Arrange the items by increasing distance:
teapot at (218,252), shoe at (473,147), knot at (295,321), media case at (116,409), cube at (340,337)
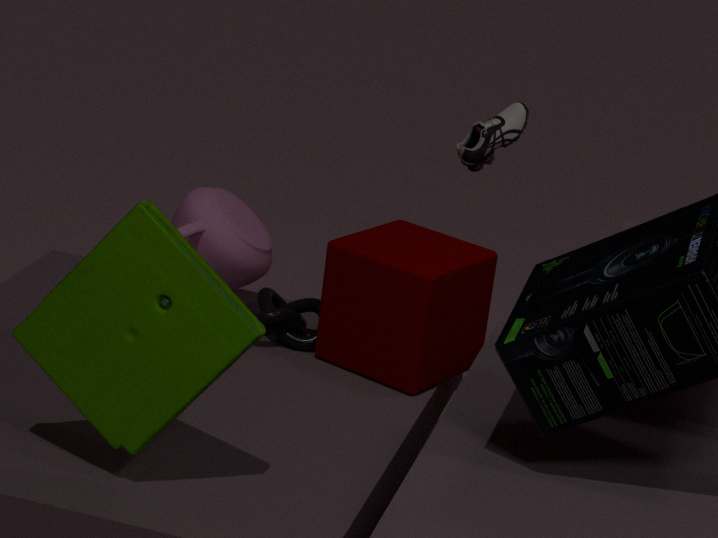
1. media case at (116,409)
2. cube at (340,337)
3. knot at (295,321)
4. teapot at (218,252)
5. shoe at (473,147)
